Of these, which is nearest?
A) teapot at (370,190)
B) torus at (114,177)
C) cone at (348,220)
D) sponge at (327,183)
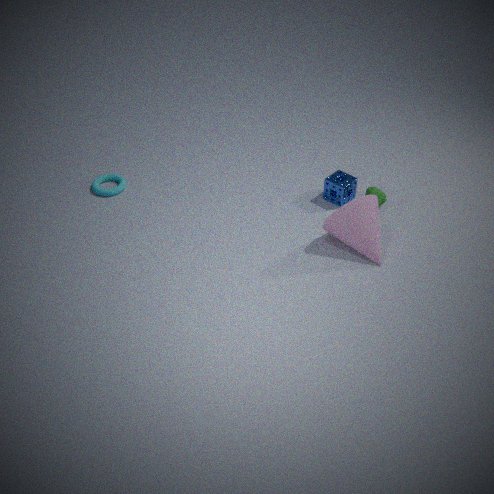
cone at (348,220)
